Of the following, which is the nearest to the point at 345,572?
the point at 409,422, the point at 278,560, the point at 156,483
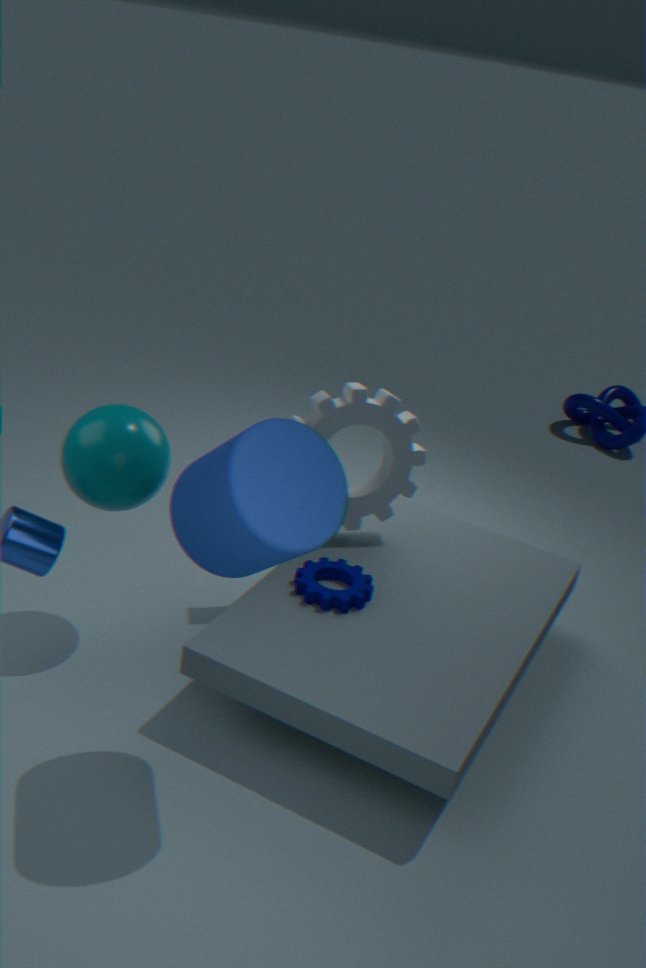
the point at 409,422
